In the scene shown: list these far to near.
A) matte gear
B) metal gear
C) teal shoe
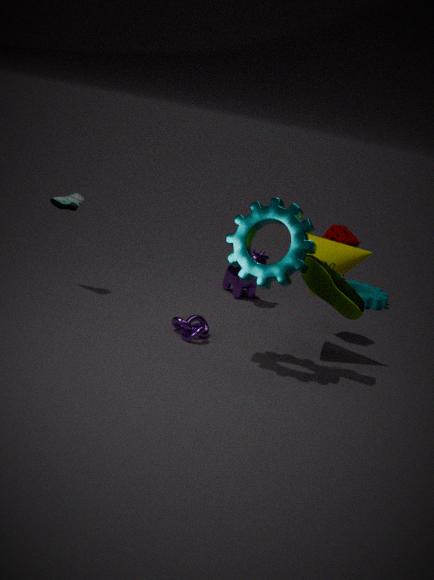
1. matte gear
2. teal shoe
3. metal gear
